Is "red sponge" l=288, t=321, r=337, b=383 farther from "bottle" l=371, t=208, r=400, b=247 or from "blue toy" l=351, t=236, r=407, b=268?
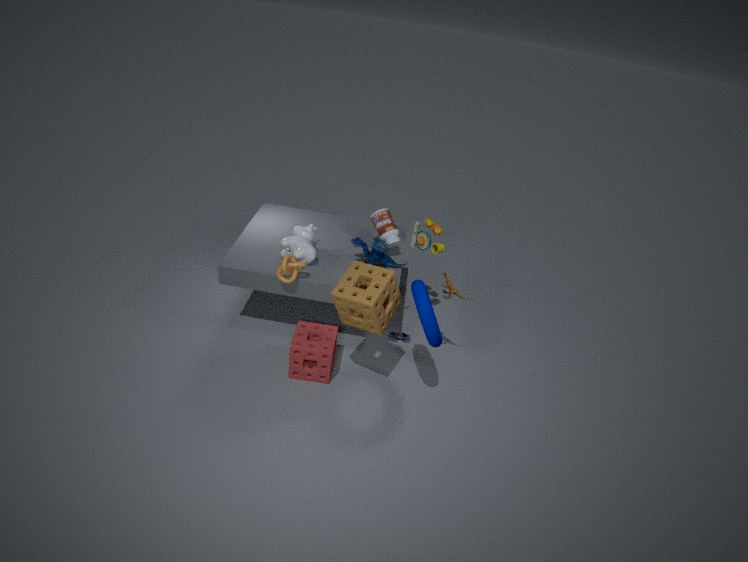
"bottle" l=371, t=208, r=400, b=247
